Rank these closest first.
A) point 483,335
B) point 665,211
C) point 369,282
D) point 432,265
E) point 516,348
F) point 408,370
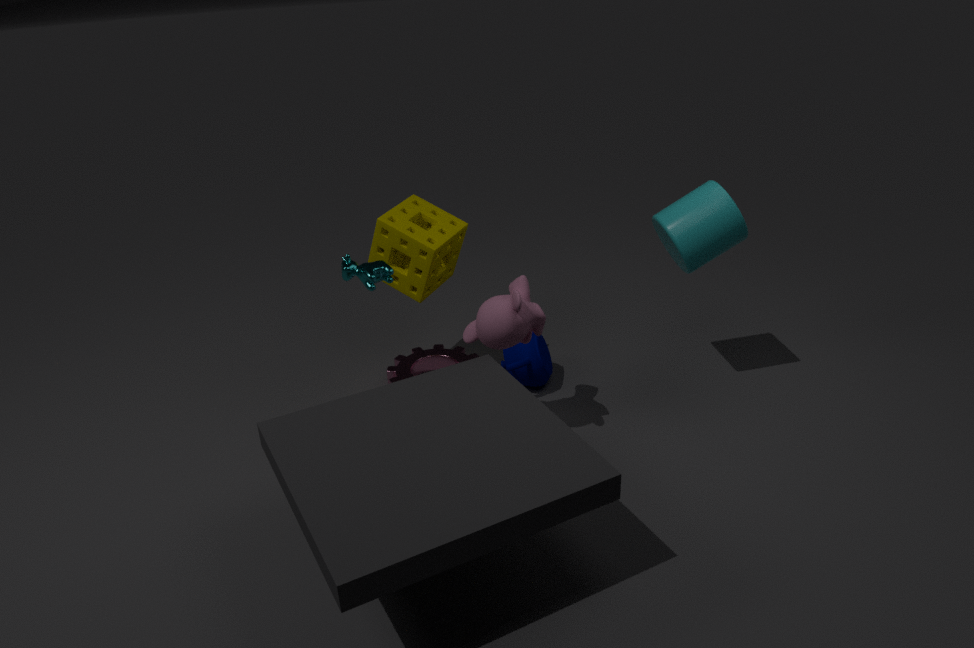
point 483,335 → point 369,282 → point 665,211 → point 432,265 → point 516,348 → point 408,370
